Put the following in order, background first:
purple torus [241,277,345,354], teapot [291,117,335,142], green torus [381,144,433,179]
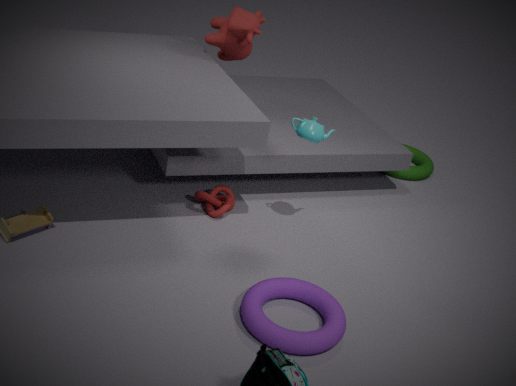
1. green torus [381,144,433,179]
2. teapot [291,117,335,142]
3. purple torus [241,277,345,354]
